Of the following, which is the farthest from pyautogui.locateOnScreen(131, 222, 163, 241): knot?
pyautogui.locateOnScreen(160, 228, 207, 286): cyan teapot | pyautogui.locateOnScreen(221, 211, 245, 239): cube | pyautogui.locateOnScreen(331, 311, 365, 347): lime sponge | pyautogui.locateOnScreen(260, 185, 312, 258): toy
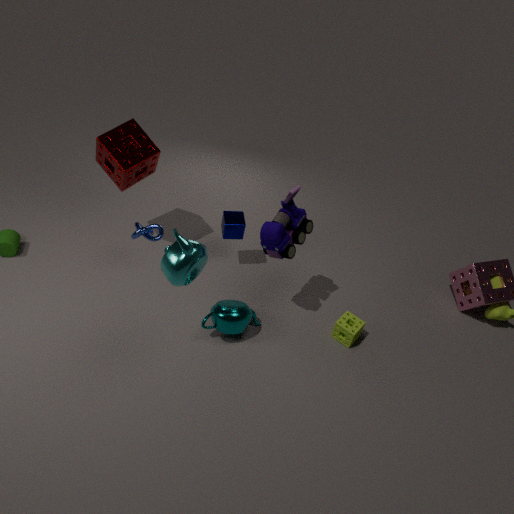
pyautogui.locateOnScreen(331, 311, 365, 347): lime sponge
